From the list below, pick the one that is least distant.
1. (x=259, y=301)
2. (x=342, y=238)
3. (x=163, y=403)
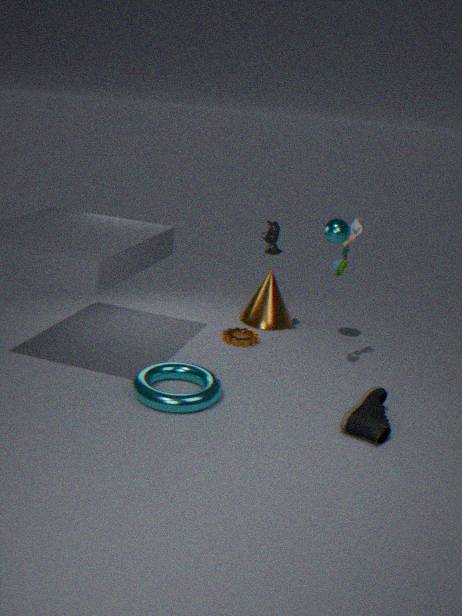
(x=163, y=403)
